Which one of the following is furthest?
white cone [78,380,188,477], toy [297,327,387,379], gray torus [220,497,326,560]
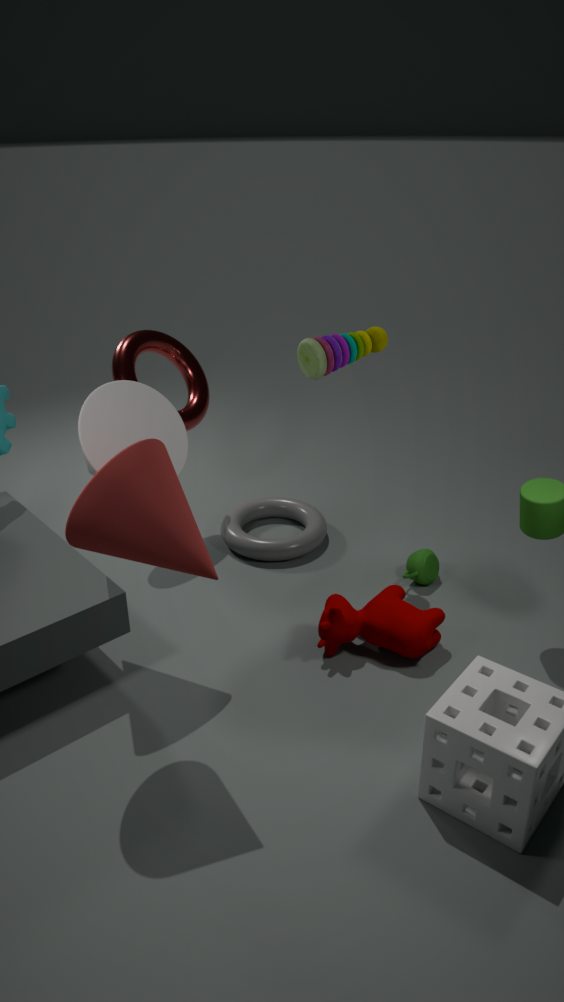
gray torus [220,497,326,560]
